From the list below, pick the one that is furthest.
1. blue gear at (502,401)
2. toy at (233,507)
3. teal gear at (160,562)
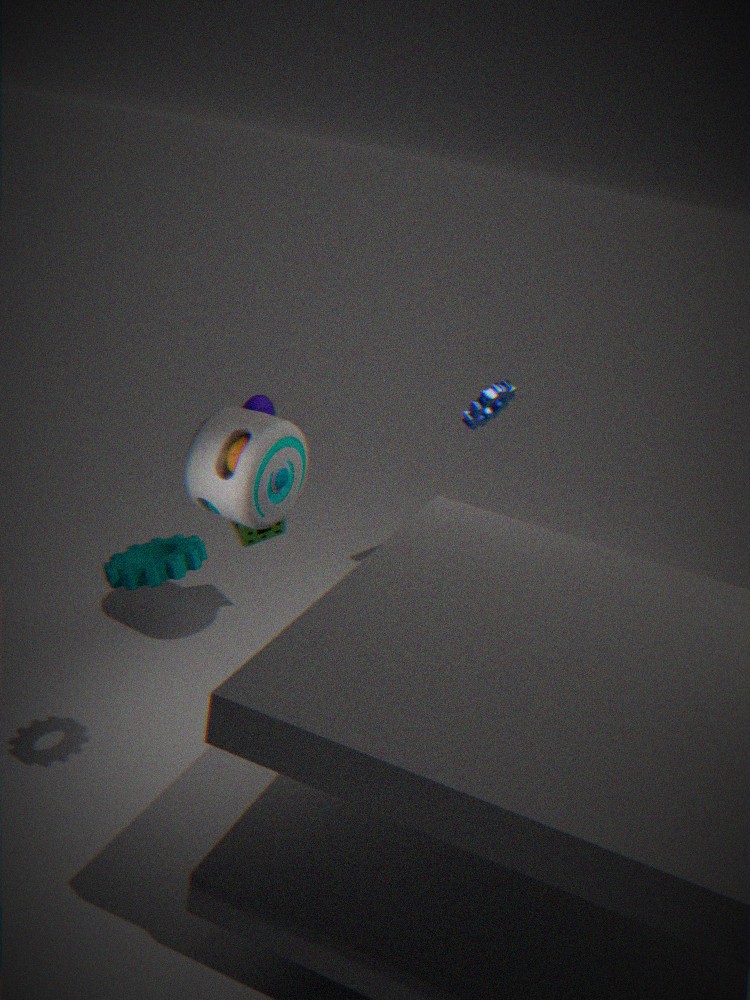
blue gear at (502,401)
